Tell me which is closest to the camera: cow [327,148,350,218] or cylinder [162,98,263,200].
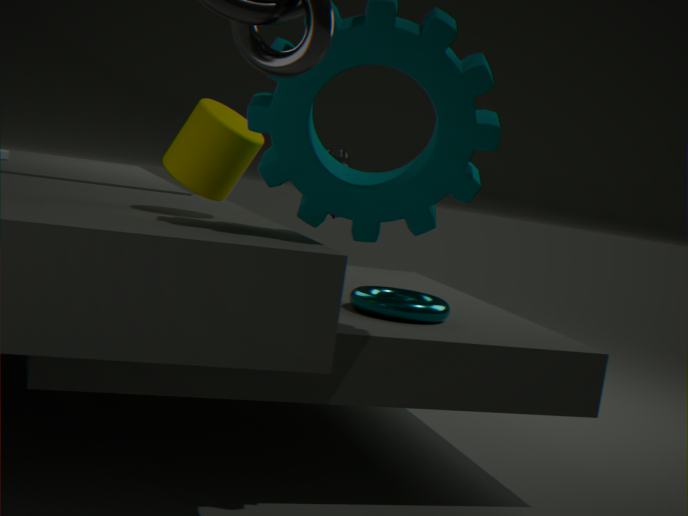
cylinder [162,98,263,200]
